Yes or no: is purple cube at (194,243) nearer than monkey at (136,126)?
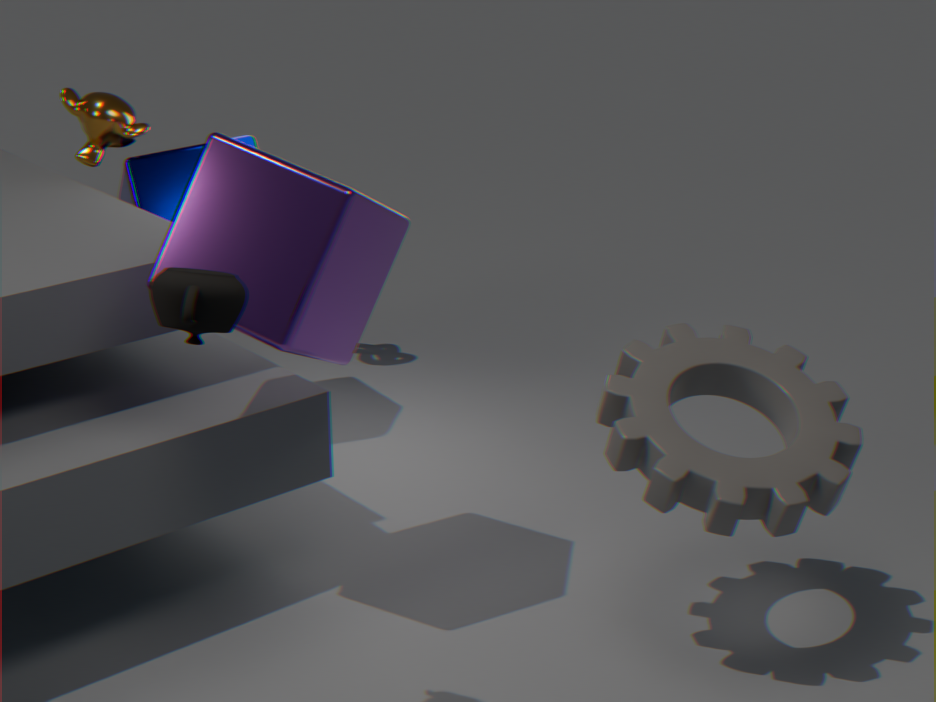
Yes
